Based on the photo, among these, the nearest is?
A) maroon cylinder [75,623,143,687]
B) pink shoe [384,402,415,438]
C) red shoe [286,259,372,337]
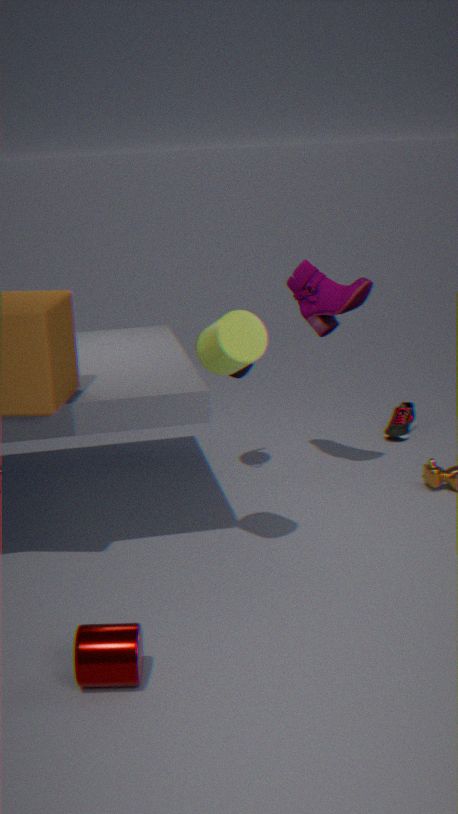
maroon cylinder [75,623,143,687]
